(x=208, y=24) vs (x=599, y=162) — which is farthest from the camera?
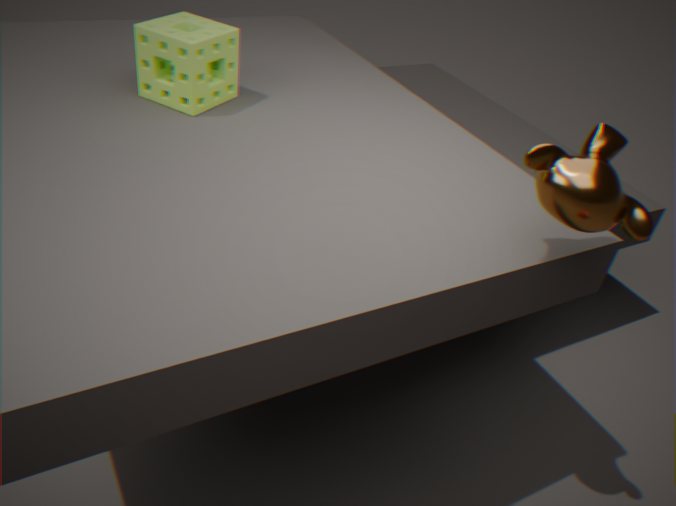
(x=208, y=24)
